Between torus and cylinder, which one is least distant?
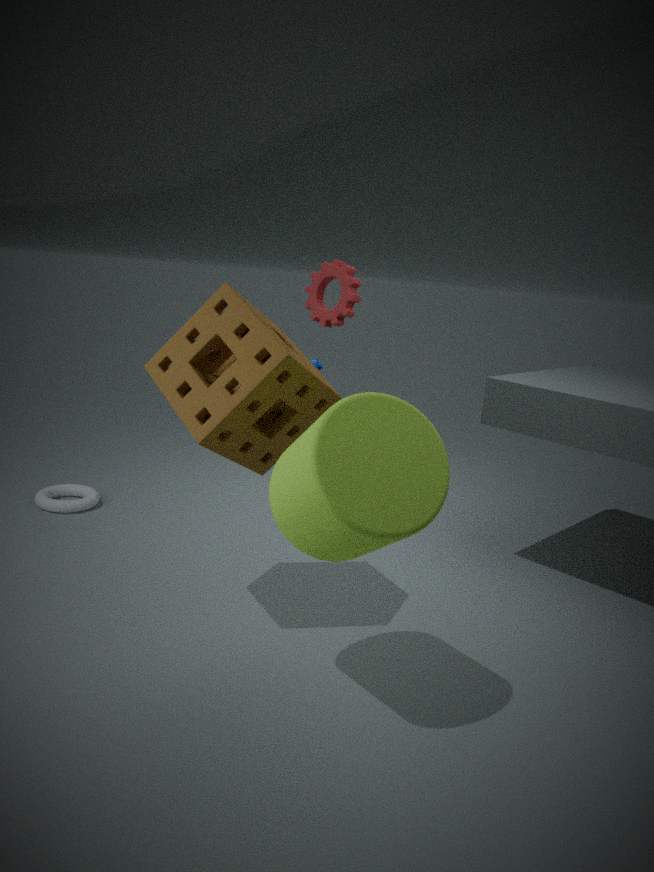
cylinder
